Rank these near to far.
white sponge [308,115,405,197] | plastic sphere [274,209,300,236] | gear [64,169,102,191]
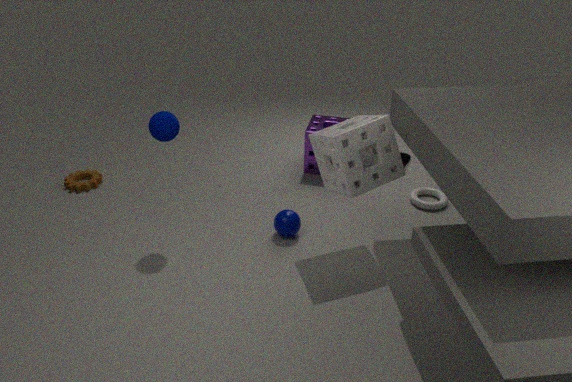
1. white sponge [308,115,405,197]
2. plastic sphere [274,209,300,236]
3. gear [64,169,102,191]
